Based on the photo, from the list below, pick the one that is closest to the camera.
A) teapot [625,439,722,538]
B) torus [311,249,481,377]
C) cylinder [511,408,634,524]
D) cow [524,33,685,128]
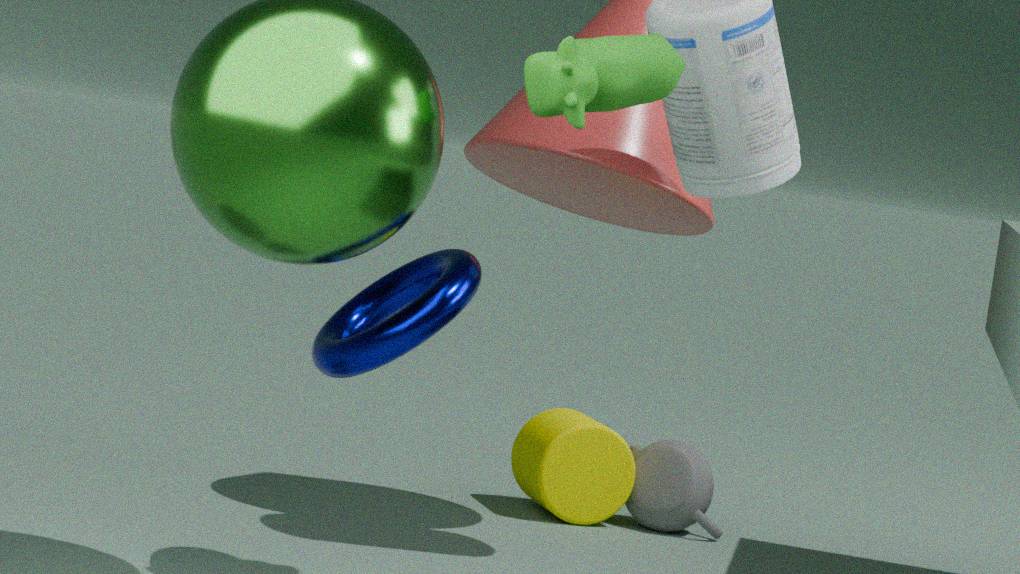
cow [524,33,685,128]
